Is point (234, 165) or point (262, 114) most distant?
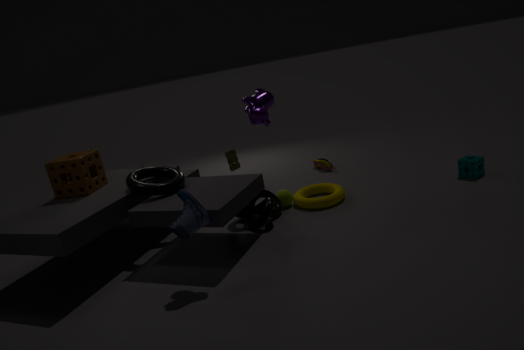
point (234, 165)
